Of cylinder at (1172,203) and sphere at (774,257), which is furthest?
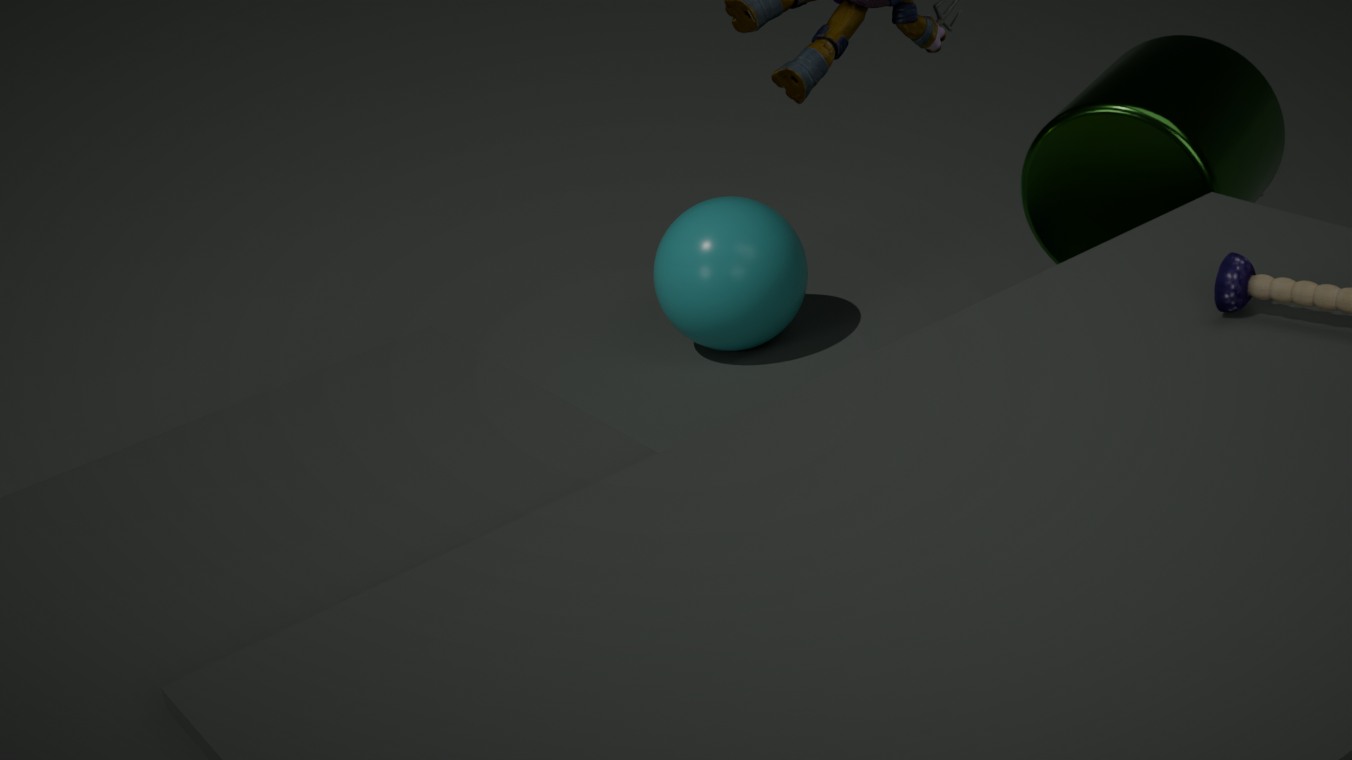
sphere at (774,257)
